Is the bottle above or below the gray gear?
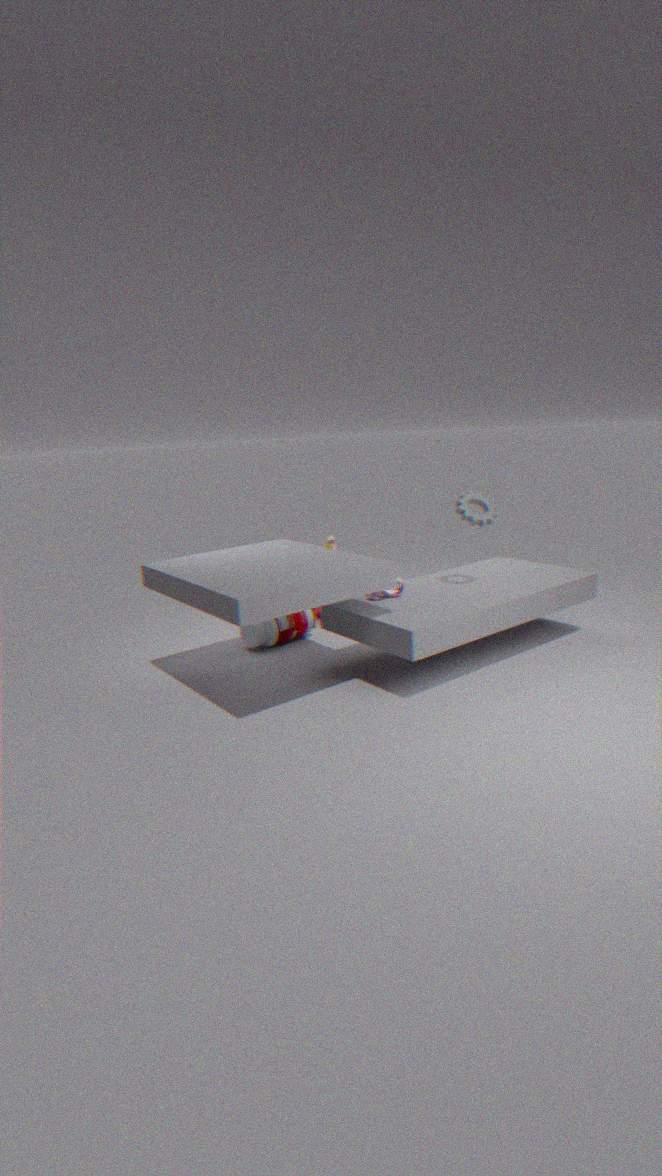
below
